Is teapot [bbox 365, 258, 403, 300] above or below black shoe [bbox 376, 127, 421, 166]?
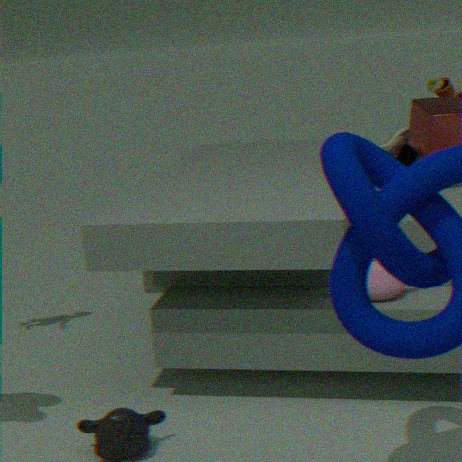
below
